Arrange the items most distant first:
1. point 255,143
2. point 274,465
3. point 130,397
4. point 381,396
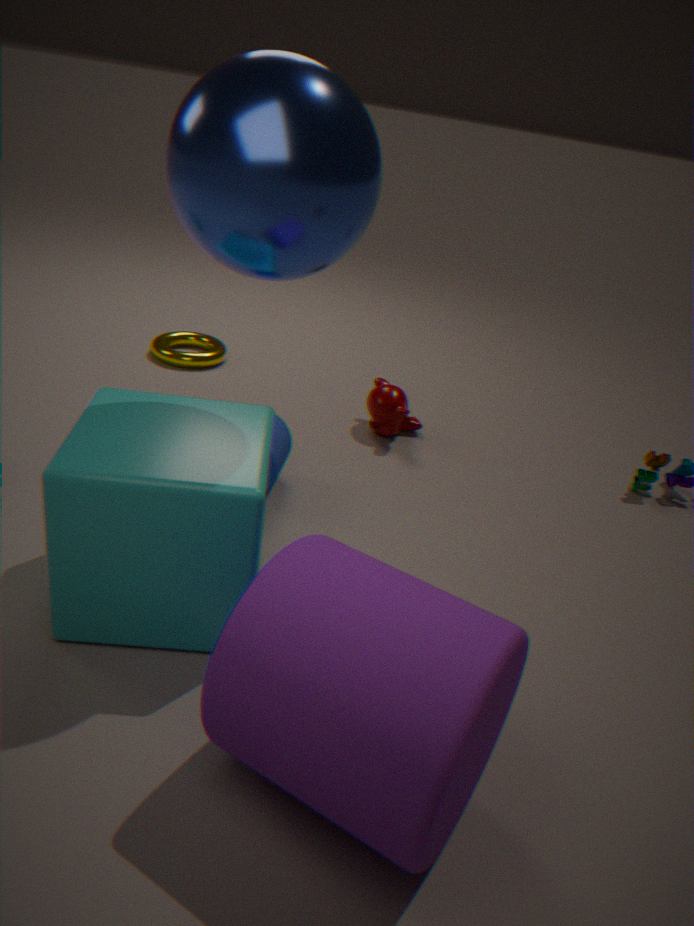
point 381,396
point 274,465
point 130,397
point 255,143
